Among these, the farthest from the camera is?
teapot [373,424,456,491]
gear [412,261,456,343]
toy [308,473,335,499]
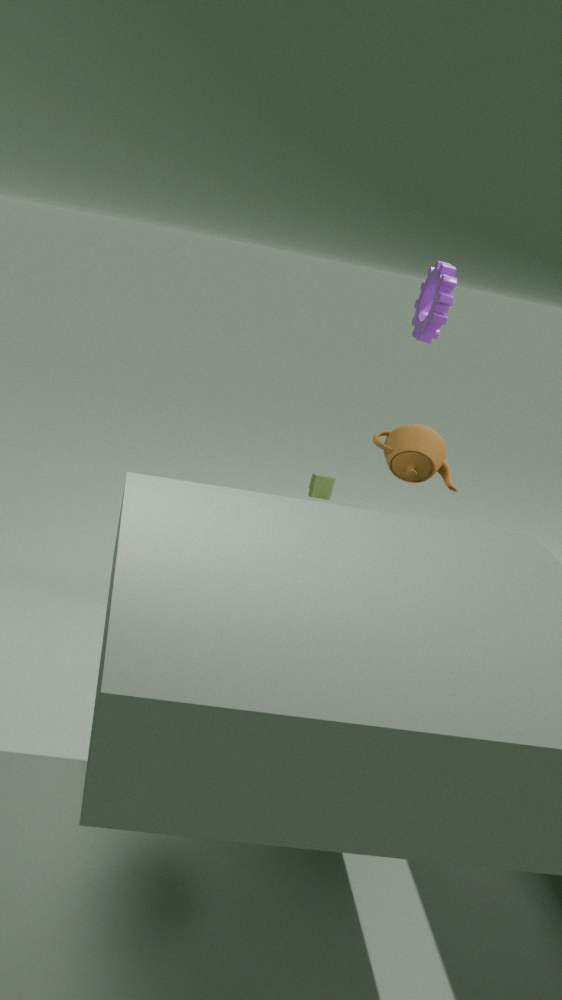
gear [412,261,456,343]
